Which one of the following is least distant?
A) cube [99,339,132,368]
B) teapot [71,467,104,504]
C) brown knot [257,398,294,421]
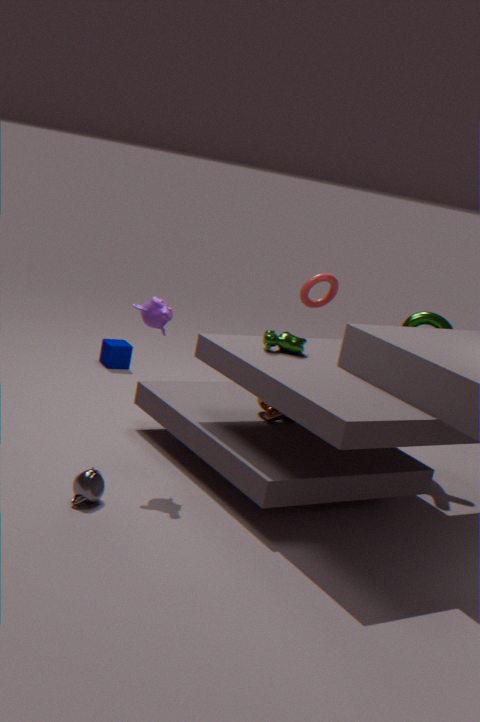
teapot [71,467,104,504]
